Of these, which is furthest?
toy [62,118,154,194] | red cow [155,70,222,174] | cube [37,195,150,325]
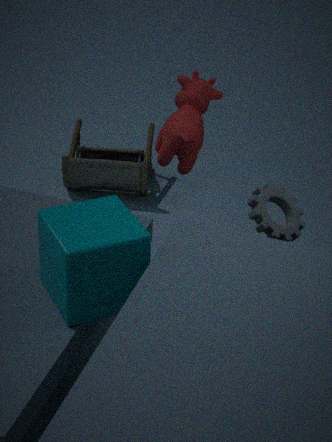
toy [62,118,154,194]
